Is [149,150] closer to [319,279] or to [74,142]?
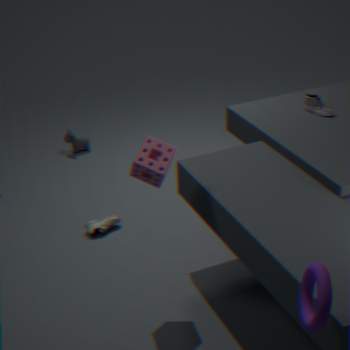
[319,279]
